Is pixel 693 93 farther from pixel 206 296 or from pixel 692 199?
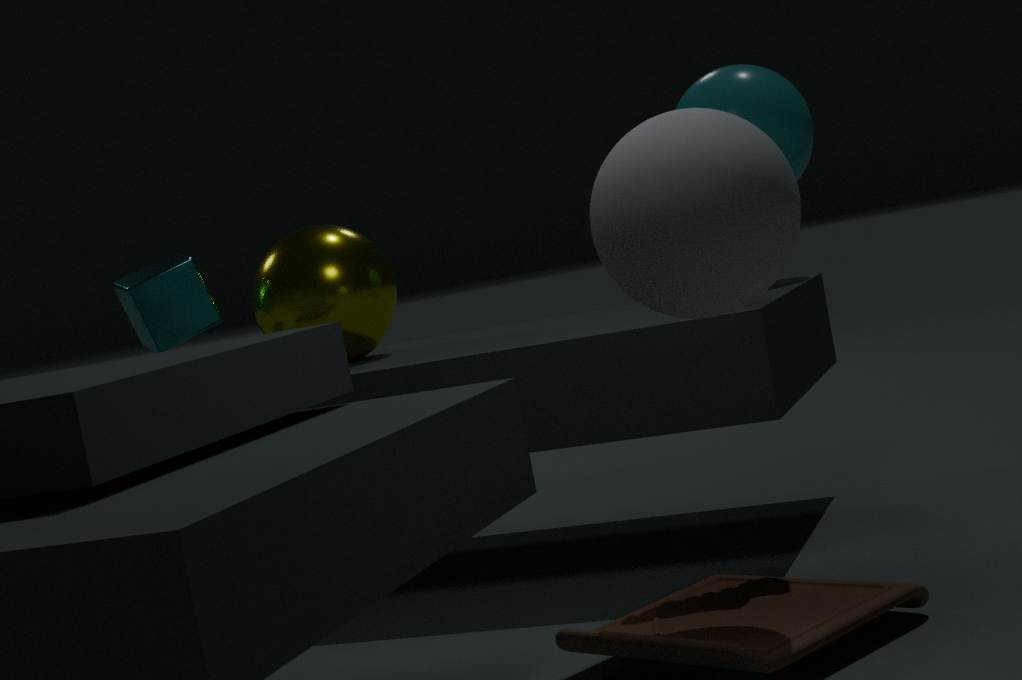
pixel 206 296
